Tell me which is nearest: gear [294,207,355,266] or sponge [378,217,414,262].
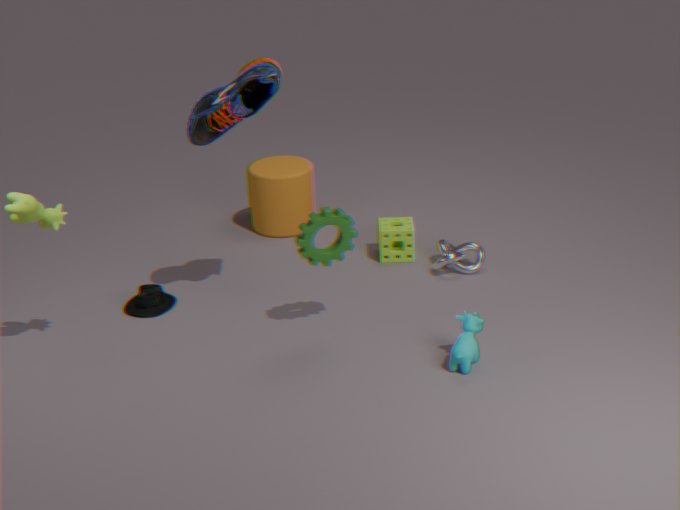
gear [294,207,355,266]
